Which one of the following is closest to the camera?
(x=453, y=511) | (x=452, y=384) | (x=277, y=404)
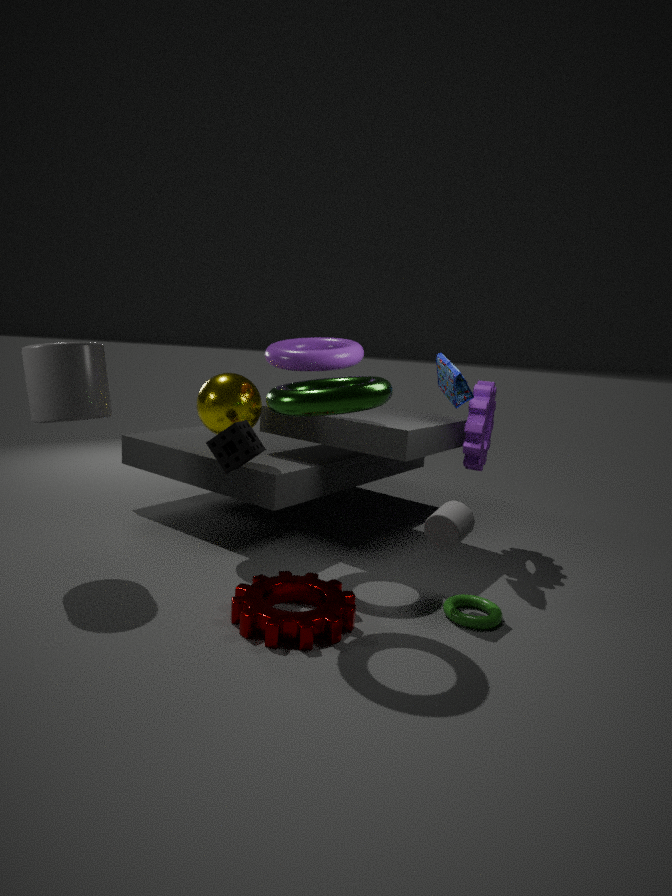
(x=277, y=404)
